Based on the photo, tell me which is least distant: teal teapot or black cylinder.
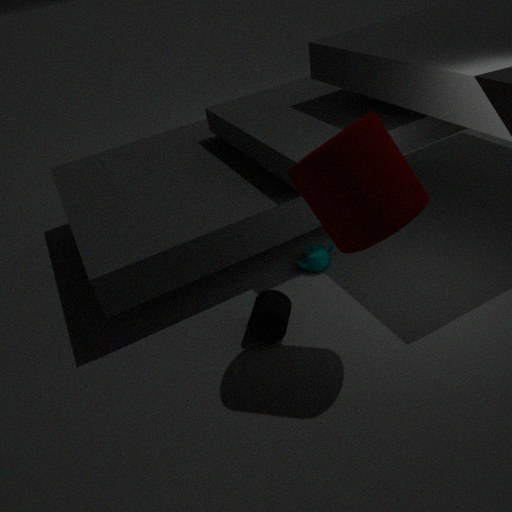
black cylinder
